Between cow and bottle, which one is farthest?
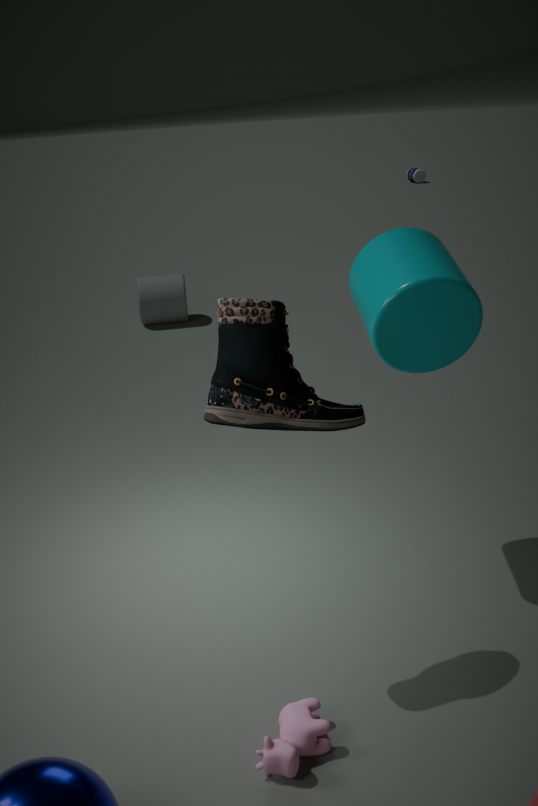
bottle
